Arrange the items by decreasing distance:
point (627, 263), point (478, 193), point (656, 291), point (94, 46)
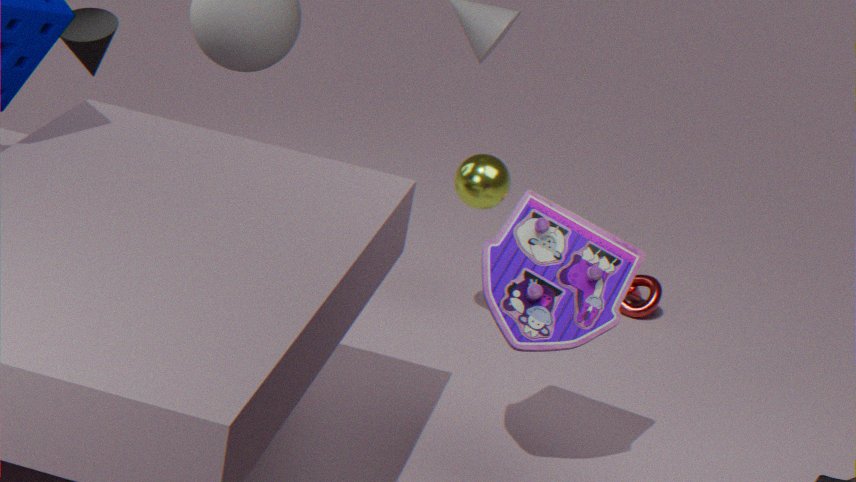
point (656, 291)
point (94, 46)
point (478, 193)
point (627, 263)
